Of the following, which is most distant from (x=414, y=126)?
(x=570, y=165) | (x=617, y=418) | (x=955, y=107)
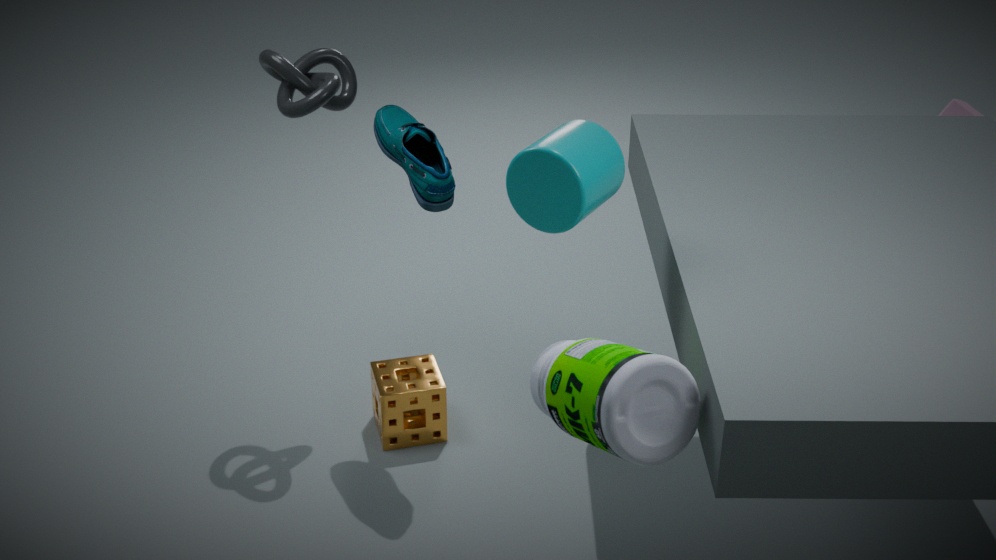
(x=955, y=107)
